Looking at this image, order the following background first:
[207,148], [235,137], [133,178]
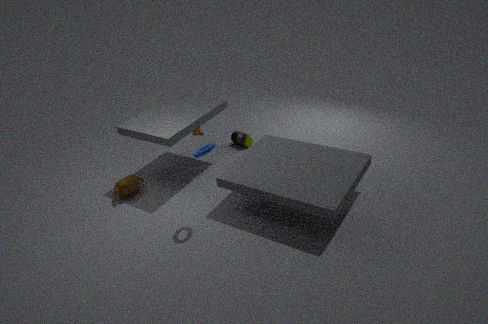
1. [235,137]
2. [133,178]
3. [207,148]
